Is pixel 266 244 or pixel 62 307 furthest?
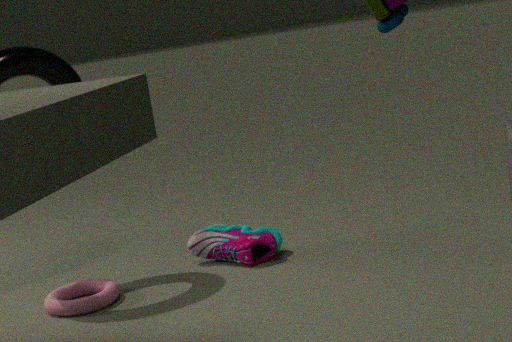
pixel 266 244
